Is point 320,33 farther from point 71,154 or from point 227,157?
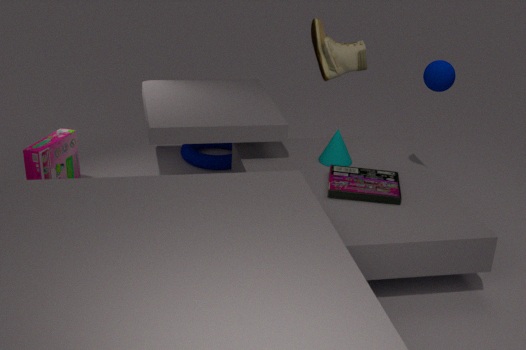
point 71,154
